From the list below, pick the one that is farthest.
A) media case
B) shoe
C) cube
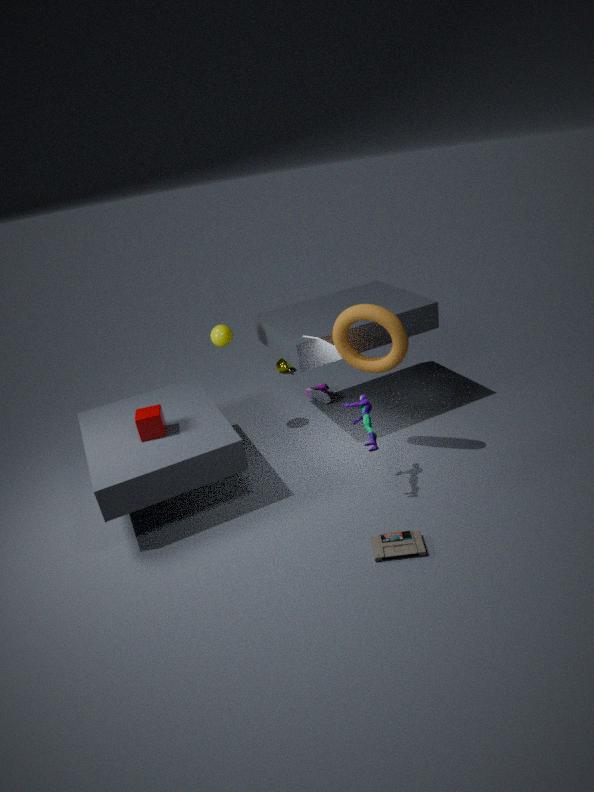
shoe
